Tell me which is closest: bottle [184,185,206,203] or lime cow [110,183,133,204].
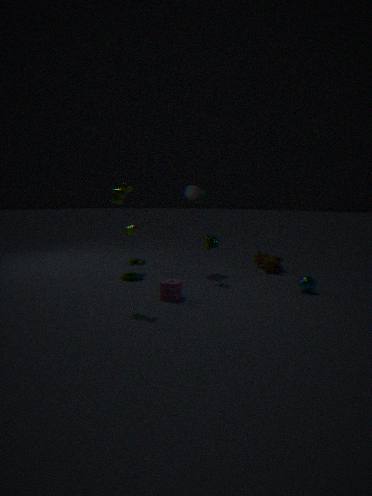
lime cow [110,183,133,204]
